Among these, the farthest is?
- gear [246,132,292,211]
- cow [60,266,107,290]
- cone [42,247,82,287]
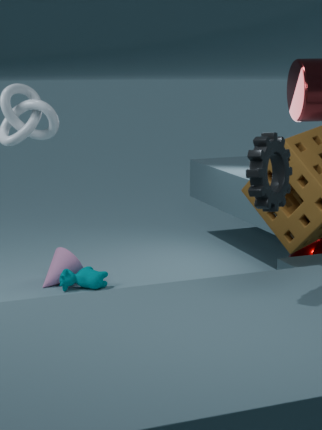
cone [42,247,82,287]
